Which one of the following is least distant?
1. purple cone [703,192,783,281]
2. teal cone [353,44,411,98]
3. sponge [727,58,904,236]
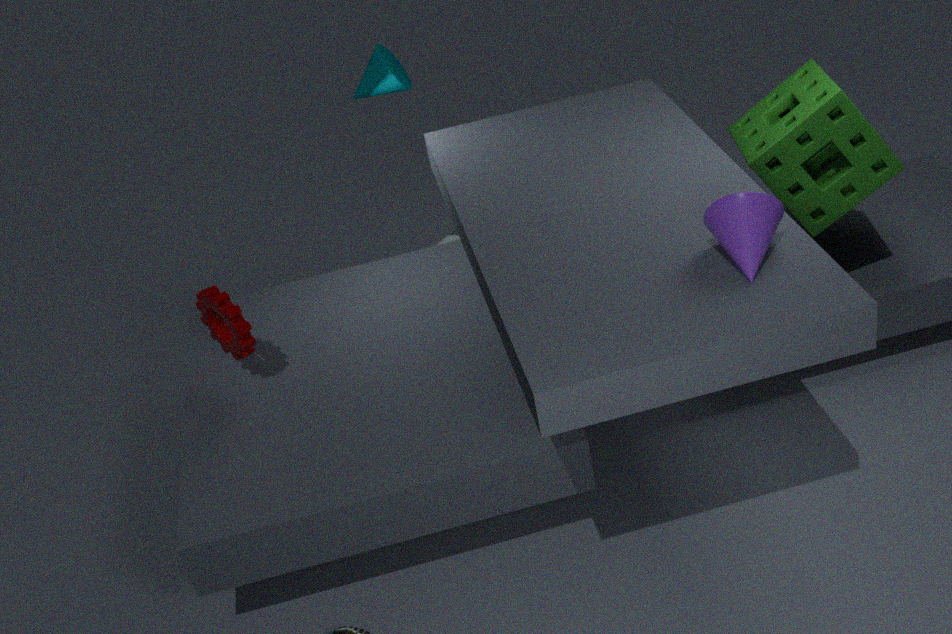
purple cone [703,192,783,281]
